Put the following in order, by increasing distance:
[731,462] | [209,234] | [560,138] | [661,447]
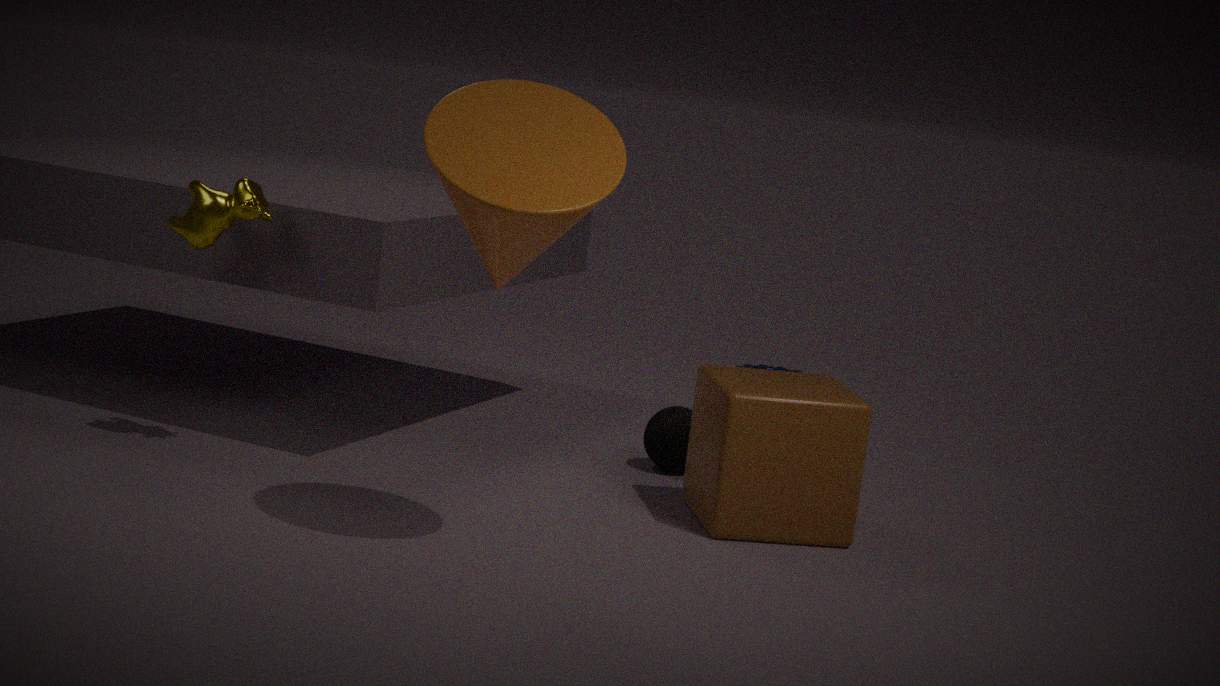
[560,138]
[731,462]
[209,234]
[661,447]
